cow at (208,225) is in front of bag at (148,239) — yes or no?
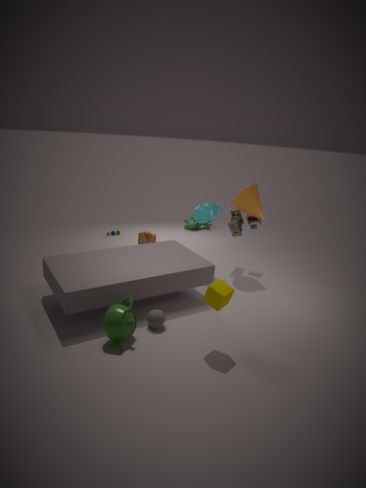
No
